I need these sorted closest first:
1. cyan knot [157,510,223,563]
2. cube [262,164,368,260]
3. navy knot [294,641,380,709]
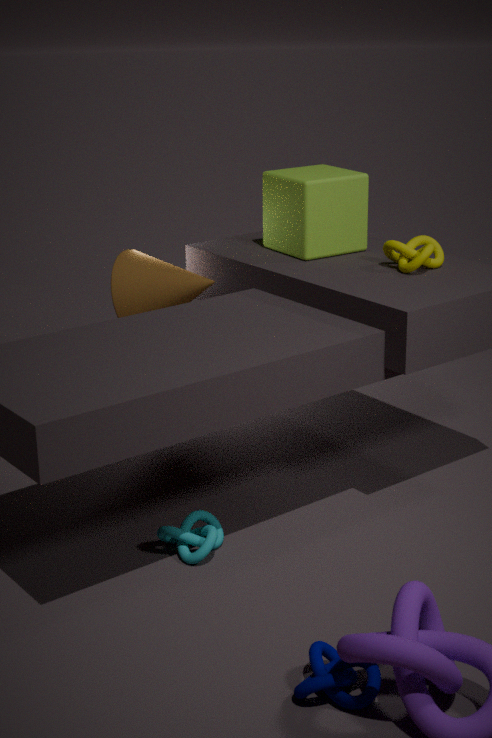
1. navy knot [294,641,380,709]
2. cyan knot [157,510,223,563]
3. cube [262,164,368,260]
